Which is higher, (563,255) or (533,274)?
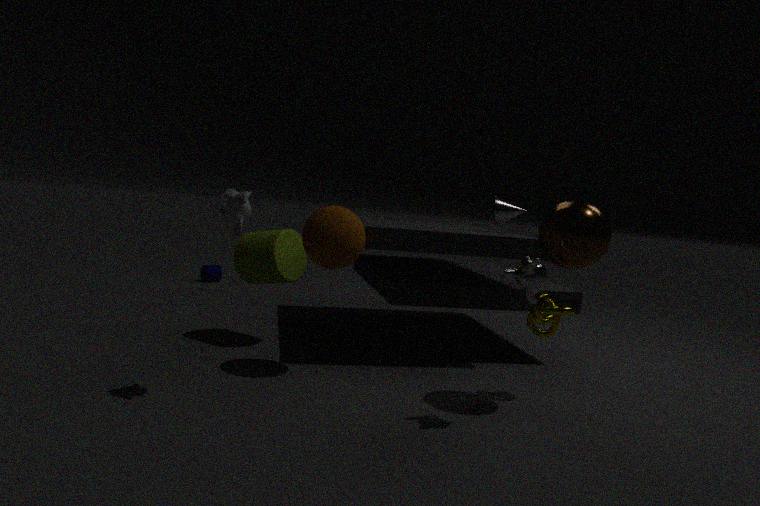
(563,255)
